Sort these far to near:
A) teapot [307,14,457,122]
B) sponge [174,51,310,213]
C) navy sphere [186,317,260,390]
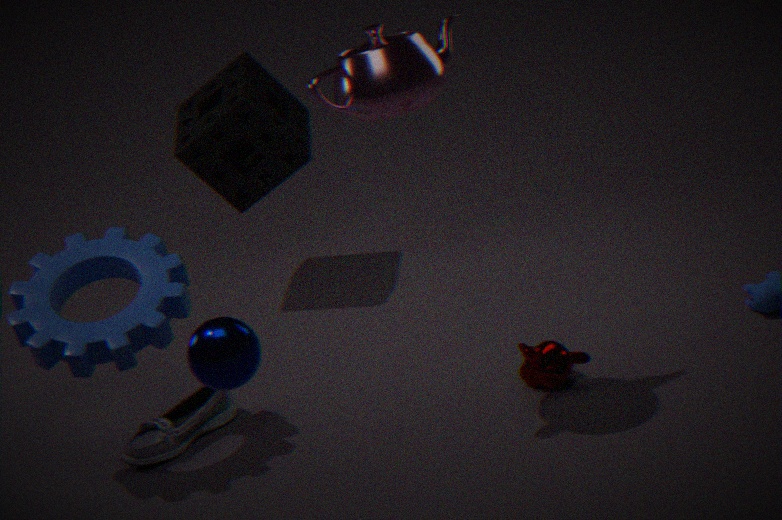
1. sponge [174,51,310,213]
2. teapot [307,14,457,122]
3. navy sphere [186,317,260,390]
